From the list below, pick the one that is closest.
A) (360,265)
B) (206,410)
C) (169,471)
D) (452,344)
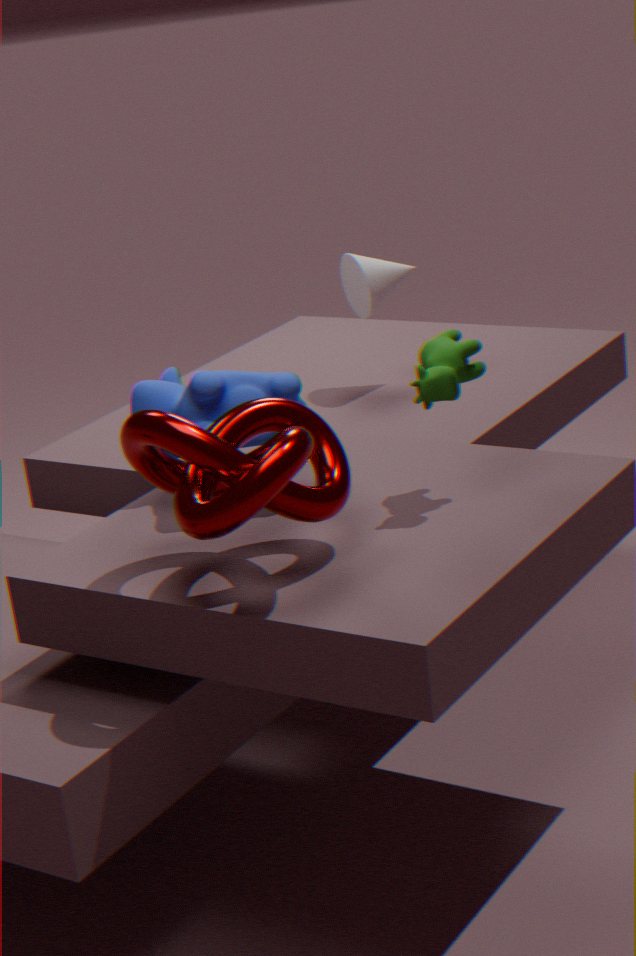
(169,471)
